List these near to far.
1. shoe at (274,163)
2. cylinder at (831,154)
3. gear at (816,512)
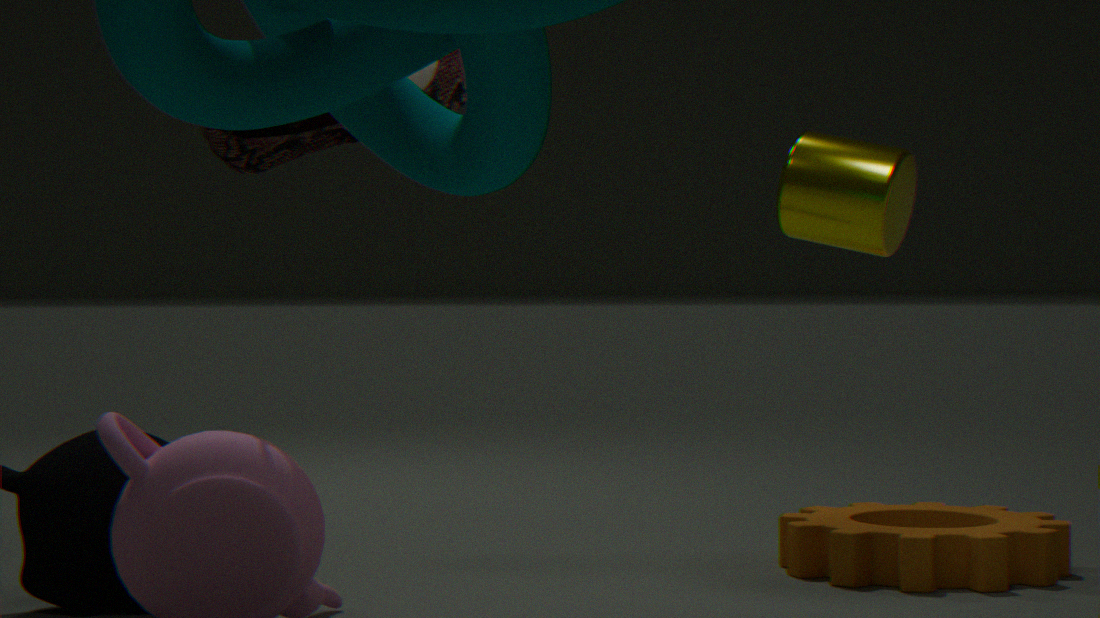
cylinder at (831,154), shoe at (274,163), gear at (816,512)
